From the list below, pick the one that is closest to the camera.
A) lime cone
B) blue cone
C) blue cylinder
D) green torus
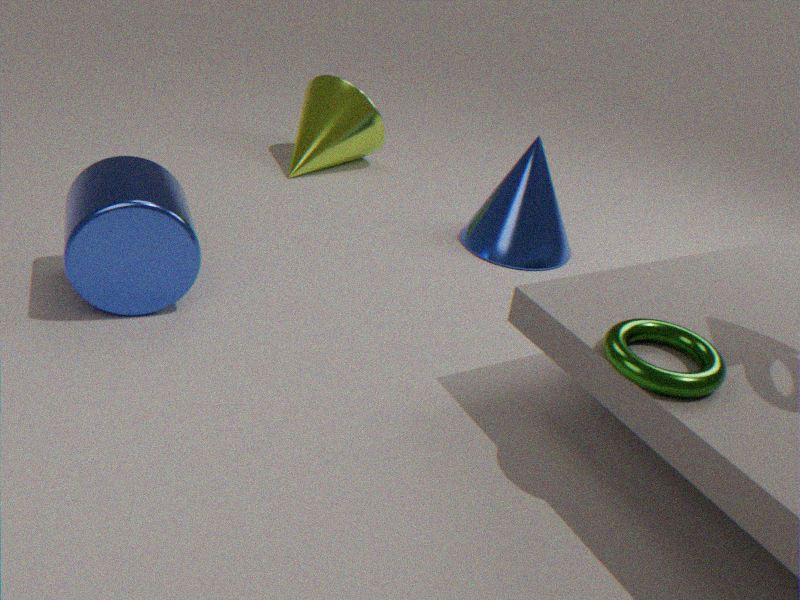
green torus
